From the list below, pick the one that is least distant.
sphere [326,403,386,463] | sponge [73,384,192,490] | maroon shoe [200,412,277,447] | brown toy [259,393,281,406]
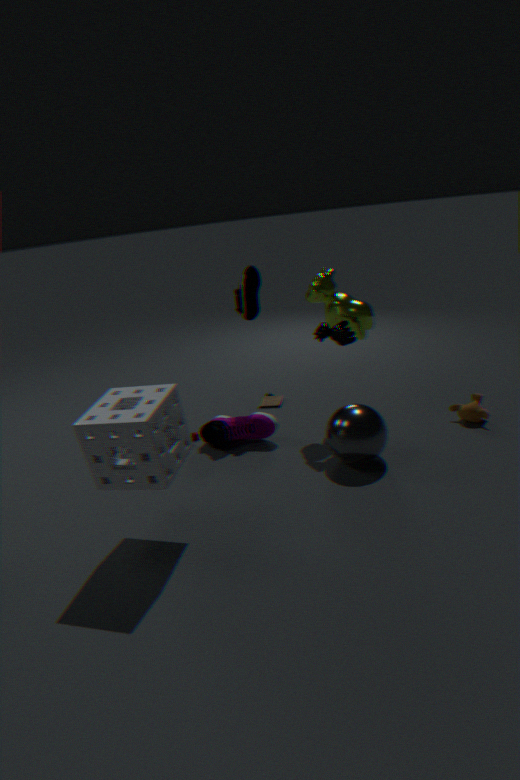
sponge [73,384,192,490]
